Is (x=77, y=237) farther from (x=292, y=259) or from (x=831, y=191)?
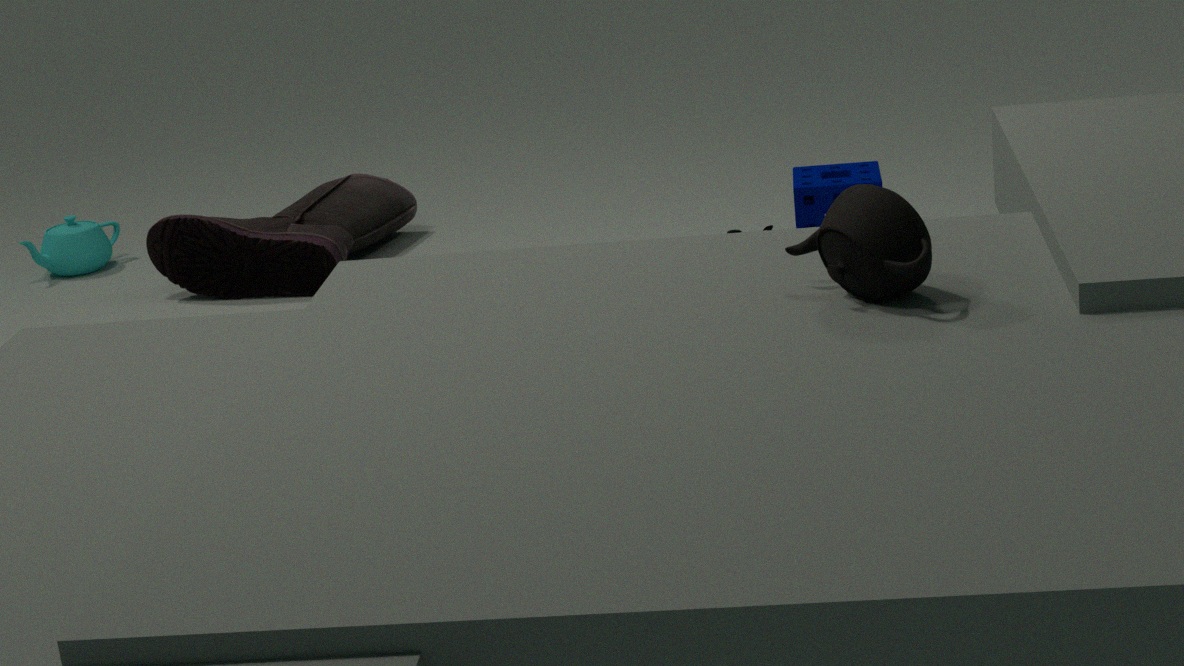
(x=831, y=191)
